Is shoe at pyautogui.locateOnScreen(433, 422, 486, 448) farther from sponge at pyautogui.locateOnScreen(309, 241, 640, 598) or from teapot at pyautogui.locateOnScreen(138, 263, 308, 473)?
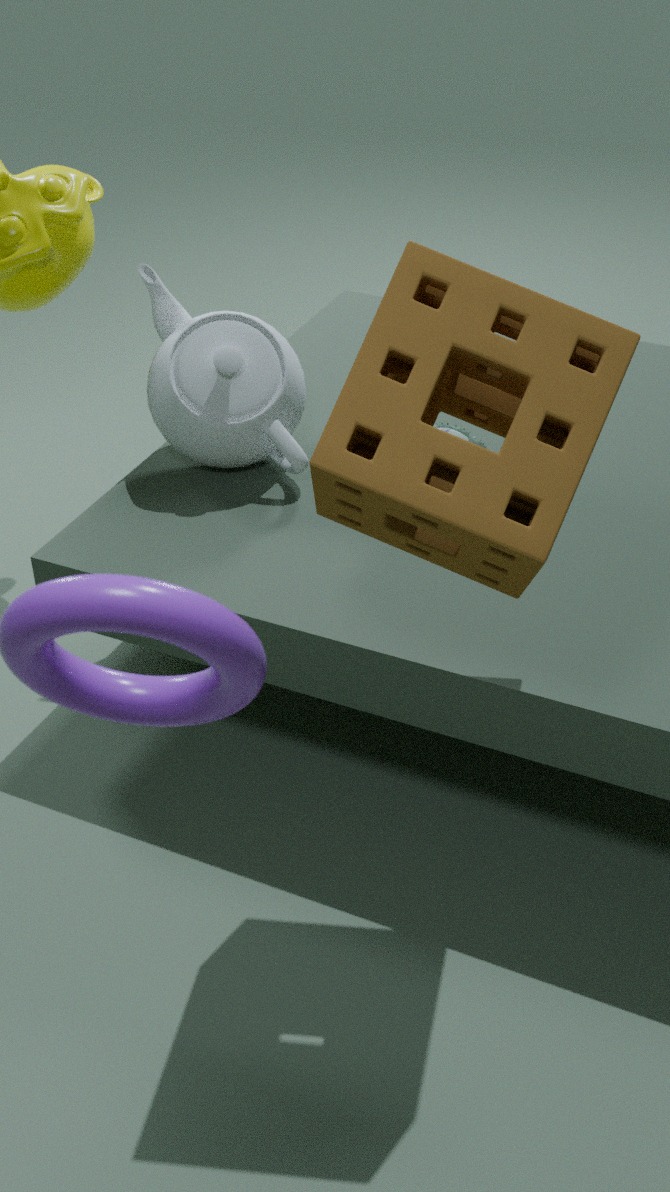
sponge at pyautogui.locateOnScreen(309, 241, 640, 598)
